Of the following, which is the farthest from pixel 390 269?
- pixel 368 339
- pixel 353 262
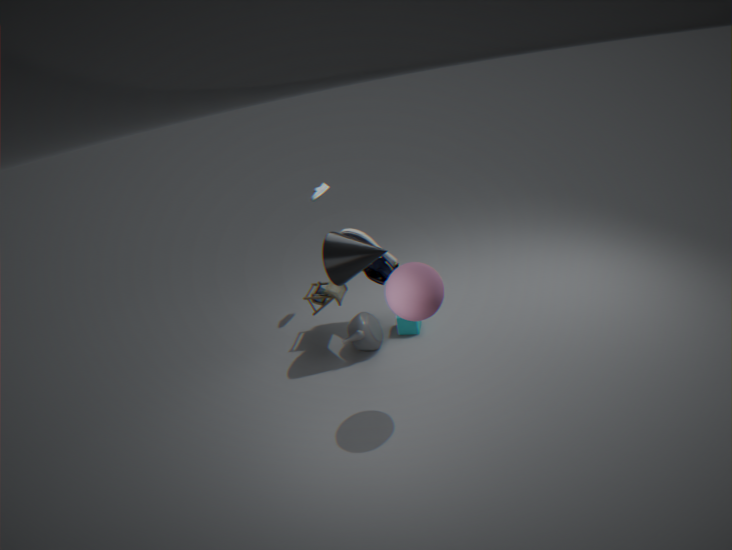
pixel 368 339
